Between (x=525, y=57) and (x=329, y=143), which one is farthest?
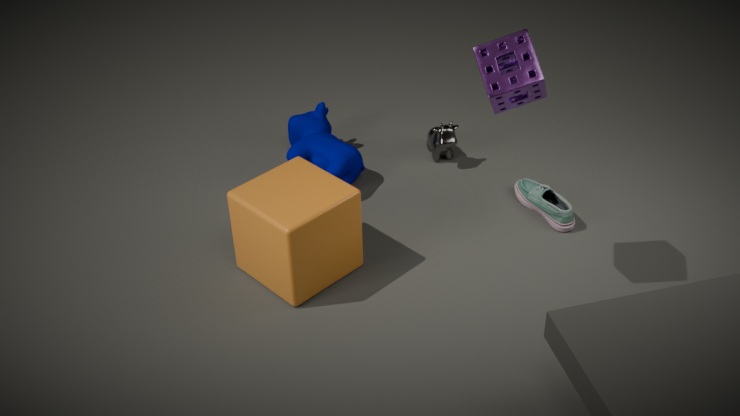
(x=329, y=143)
